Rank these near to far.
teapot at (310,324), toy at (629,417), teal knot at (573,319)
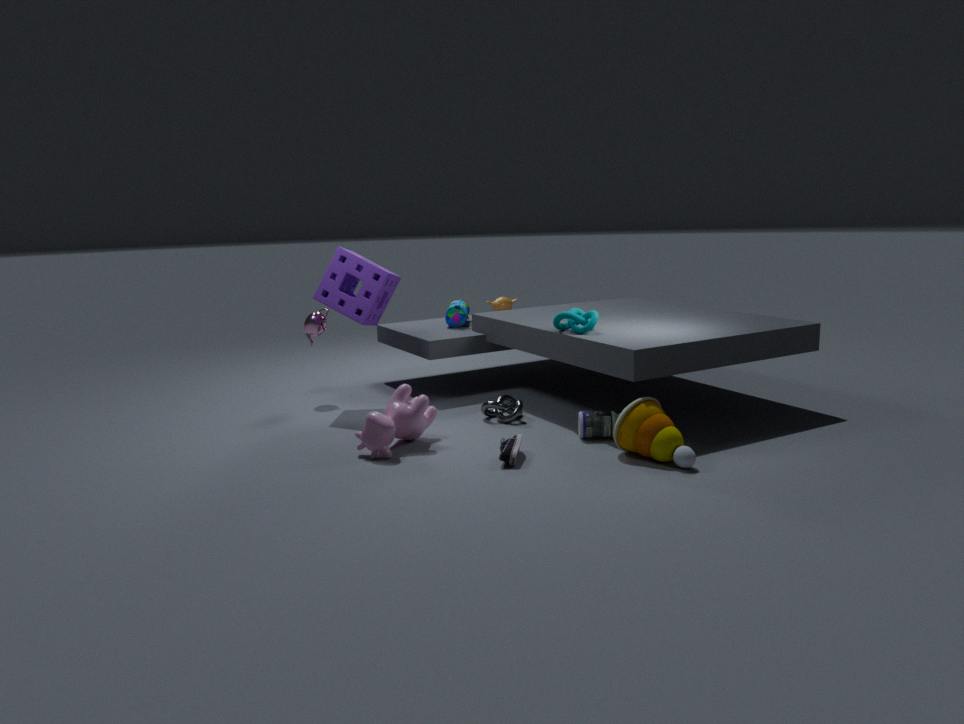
toy at (629,417), teal knot at (573,319), teapot at (310,324)
